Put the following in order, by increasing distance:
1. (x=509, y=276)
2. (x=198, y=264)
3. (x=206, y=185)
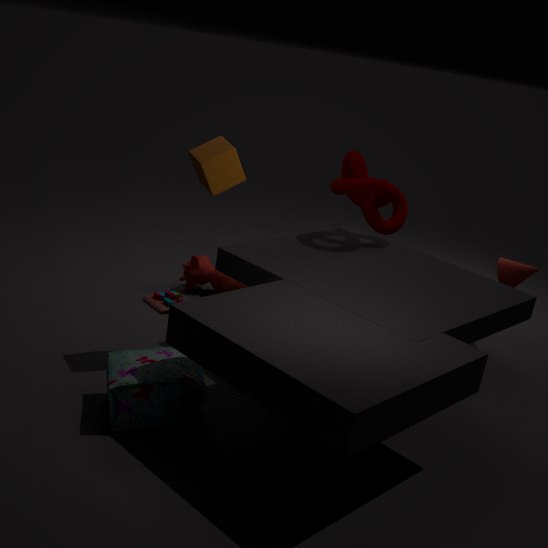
(x=206, y=185), (x=509, y=276), (x=198, y=264)
